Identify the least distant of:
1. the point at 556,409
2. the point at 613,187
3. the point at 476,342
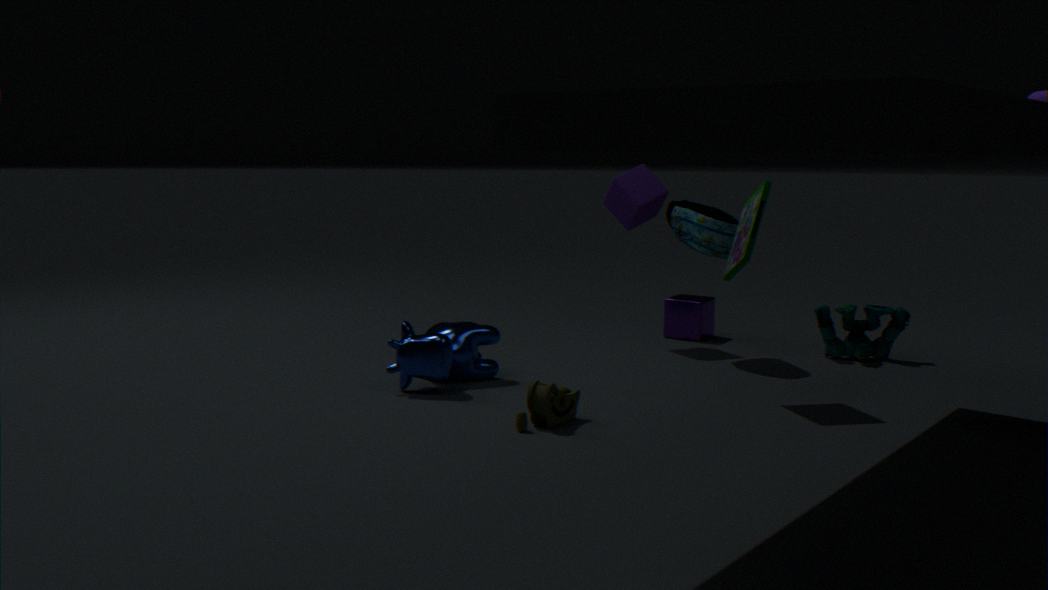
the point at 556,409
